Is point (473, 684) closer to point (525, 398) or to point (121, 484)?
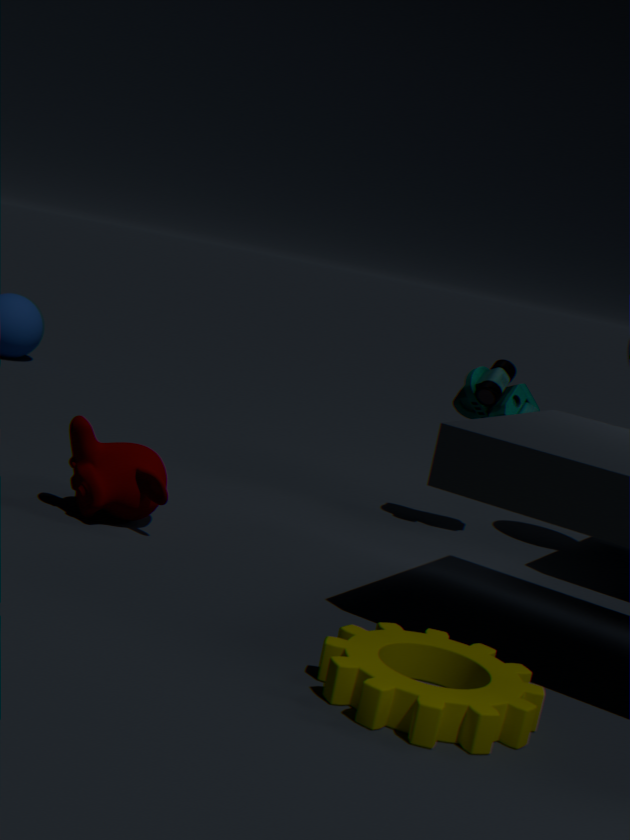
point (121, 484)
